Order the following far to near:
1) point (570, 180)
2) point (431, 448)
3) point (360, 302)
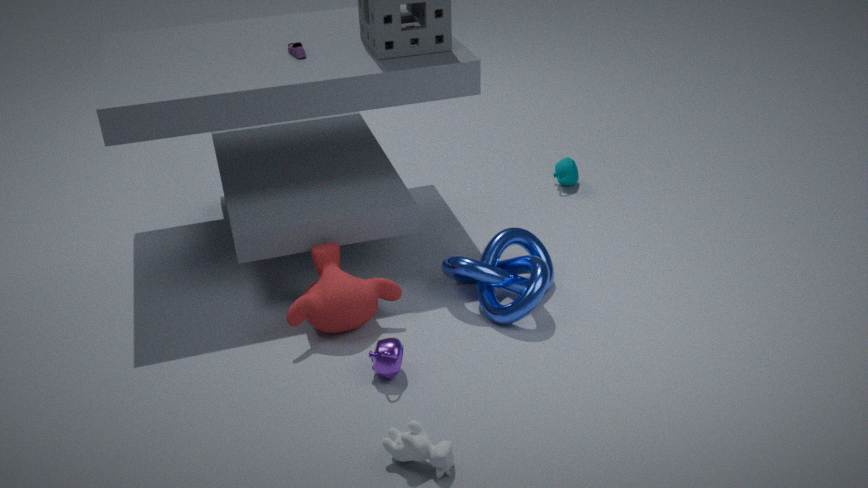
1. point (570, 180), 3. point (360, 302), 2. point (431, 448)
